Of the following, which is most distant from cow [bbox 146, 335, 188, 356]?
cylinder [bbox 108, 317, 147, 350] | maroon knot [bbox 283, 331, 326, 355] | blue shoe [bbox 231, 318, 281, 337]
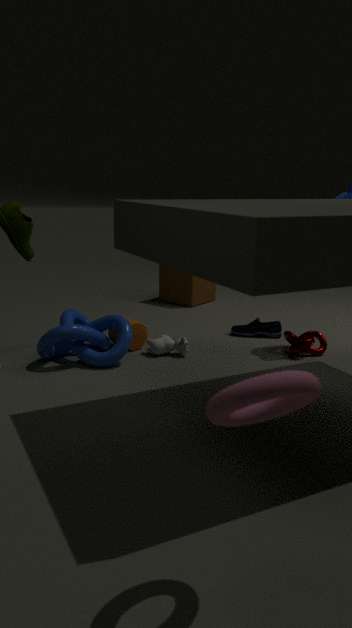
maroon knot [bbox 283, 331, 326, 355]
